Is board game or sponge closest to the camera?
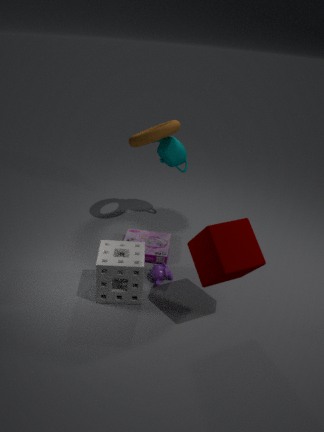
sponge
